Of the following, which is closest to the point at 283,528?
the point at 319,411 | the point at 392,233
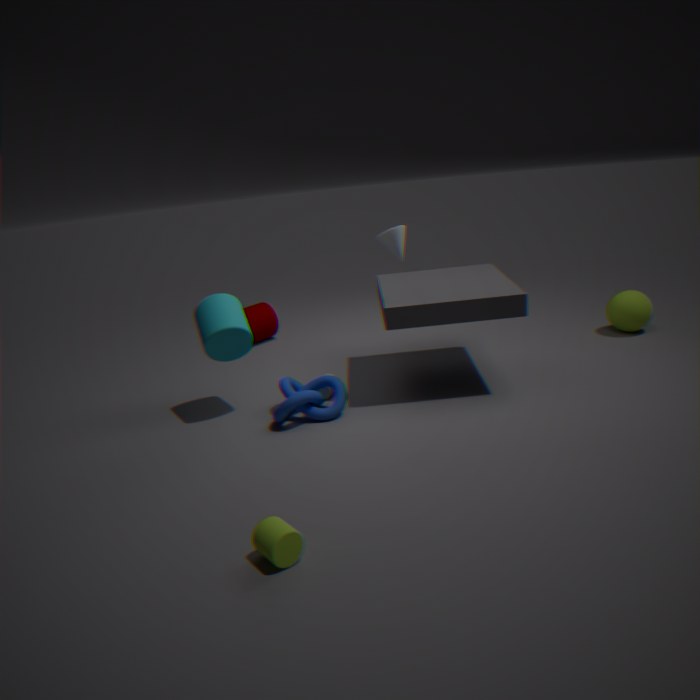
the point at 319,411
